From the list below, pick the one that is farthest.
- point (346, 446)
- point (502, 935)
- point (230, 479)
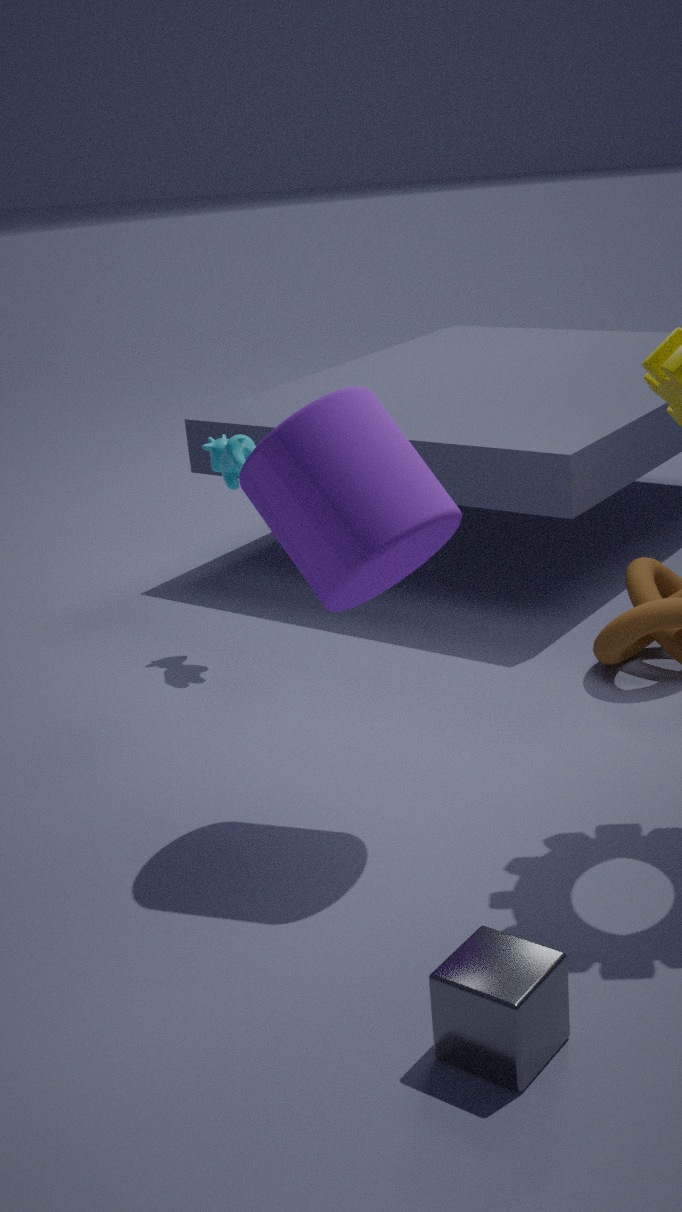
point (230, 479)
